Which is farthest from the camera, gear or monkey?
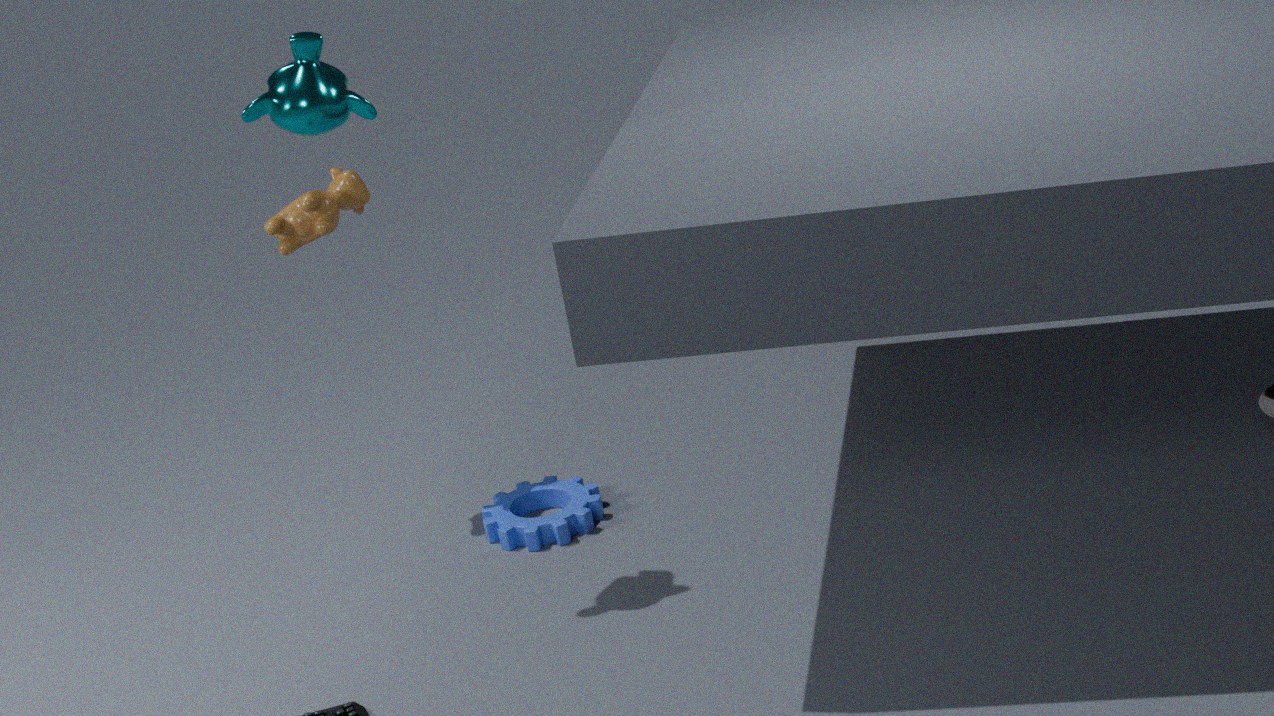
gear
